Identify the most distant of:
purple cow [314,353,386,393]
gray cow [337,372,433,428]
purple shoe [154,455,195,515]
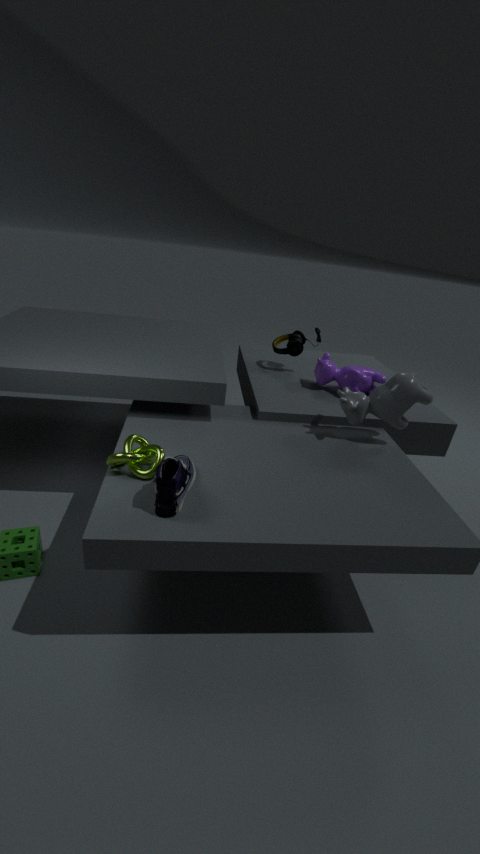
purple cow [314,353,386,393]
